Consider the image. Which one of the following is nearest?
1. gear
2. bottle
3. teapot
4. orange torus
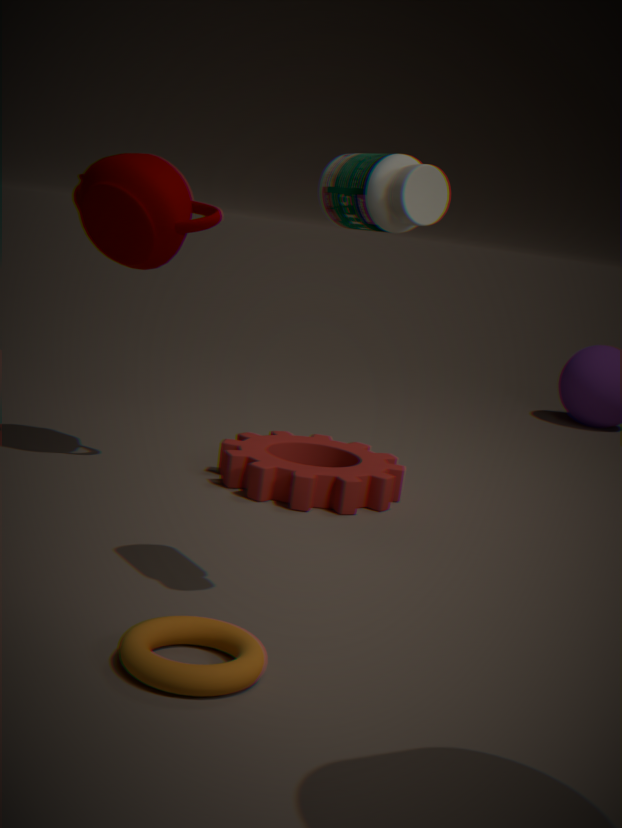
orange torus
